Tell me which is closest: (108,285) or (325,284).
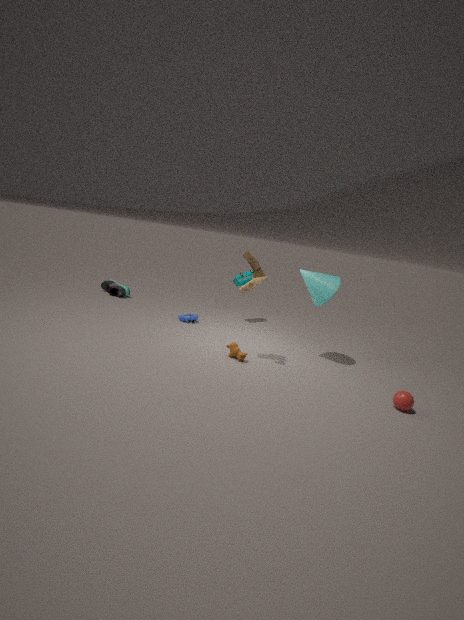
(325,284)
